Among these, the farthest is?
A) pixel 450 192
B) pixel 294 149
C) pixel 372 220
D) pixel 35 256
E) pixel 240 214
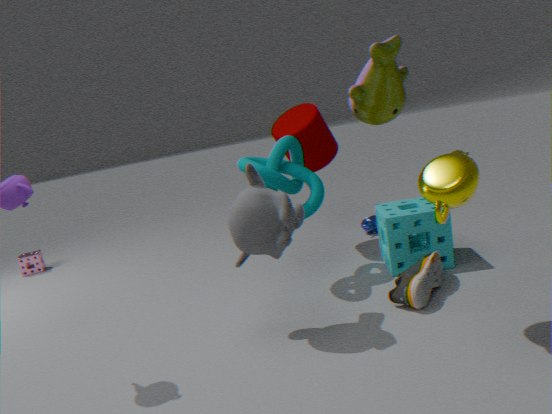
pixel 35 256
